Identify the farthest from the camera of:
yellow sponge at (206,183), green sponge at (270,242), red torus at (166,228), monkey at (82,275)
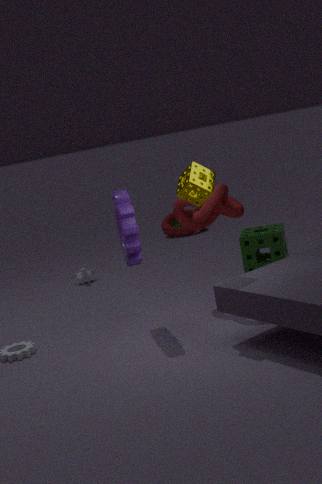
red torus at (166,228)
